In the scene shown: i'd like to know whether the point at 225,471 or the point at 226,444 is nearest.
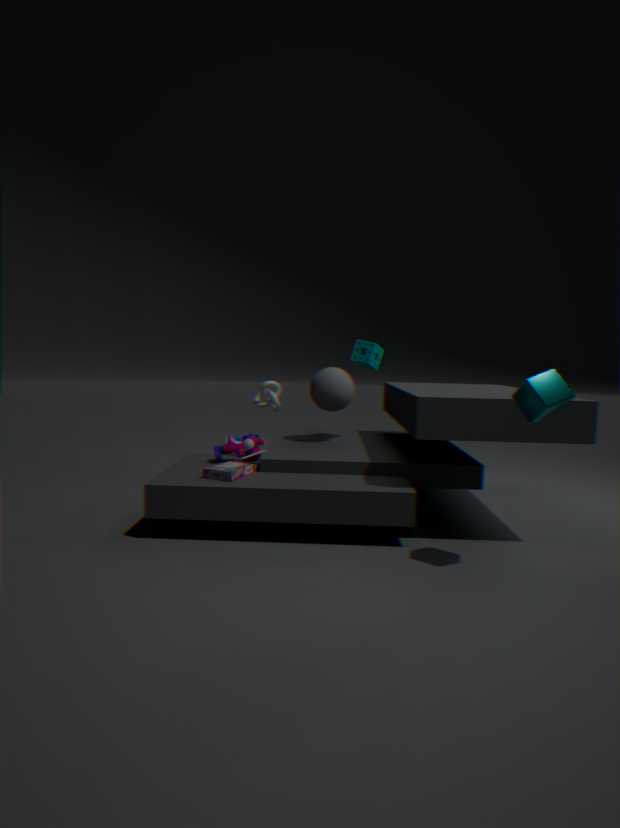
the point at 225,471
